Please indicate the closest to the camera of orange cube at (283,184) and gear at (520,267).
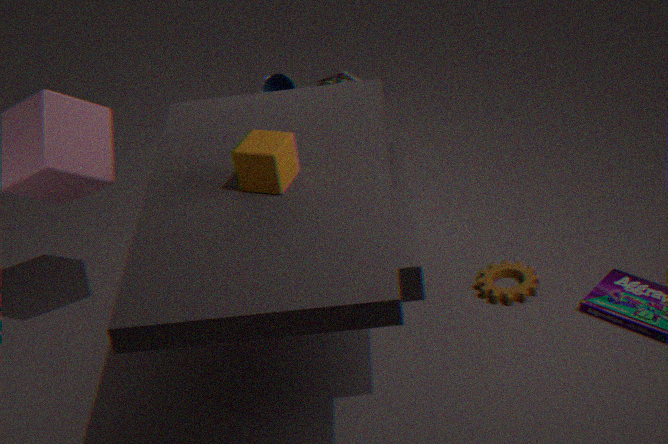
orange cube at (283,184)
